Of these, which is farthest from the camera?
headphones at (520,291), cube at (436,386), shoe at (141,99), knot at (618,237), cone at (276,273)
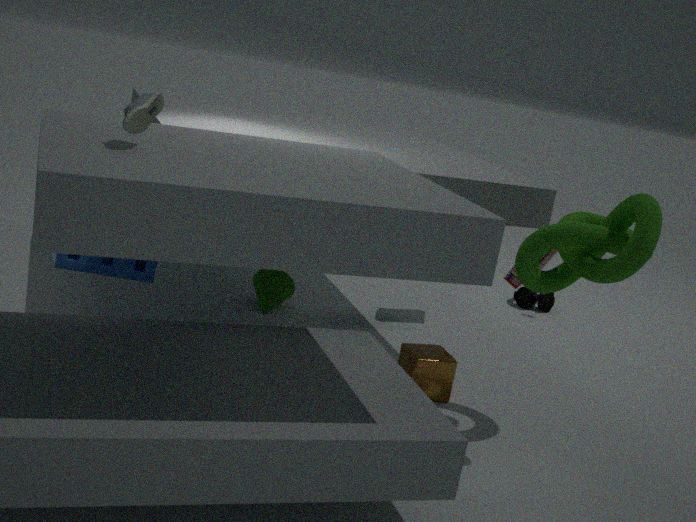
headphones at (520,291)
